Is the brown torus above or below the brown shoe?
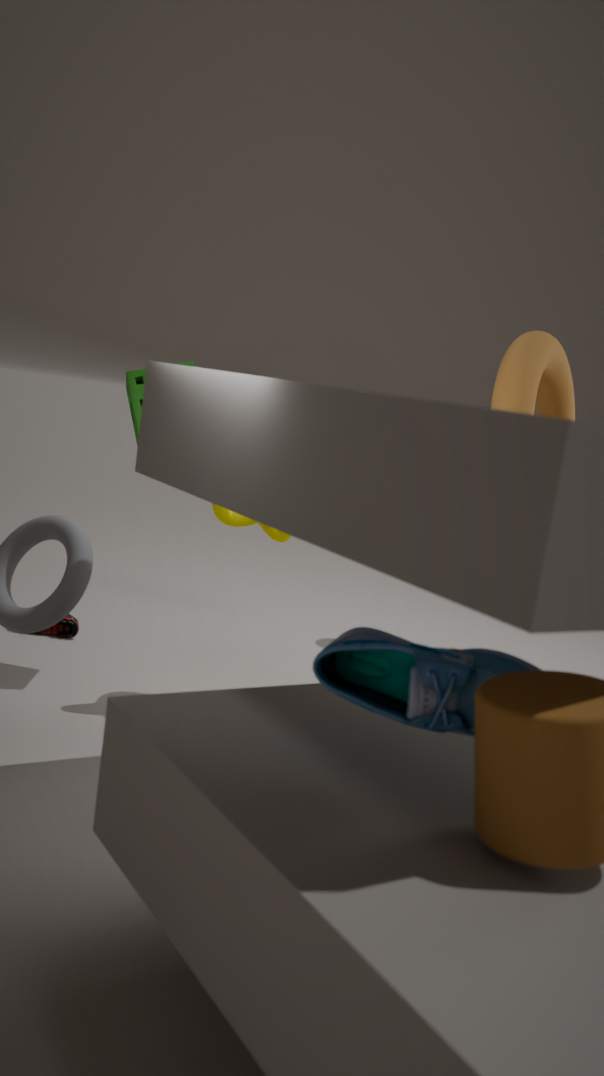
above
